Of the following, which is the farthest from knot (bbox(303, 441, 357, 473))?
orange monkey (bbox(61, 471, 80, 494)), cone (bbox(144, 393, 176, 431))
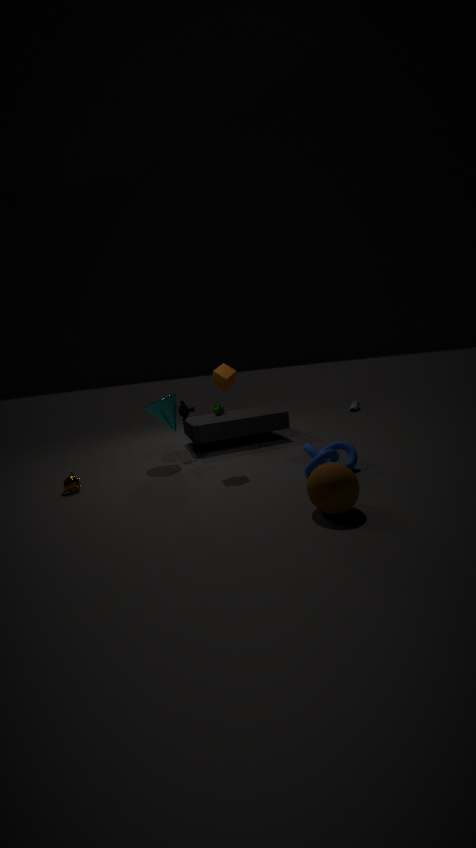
orange monkey (bbox(61, 471, 80, 494))
